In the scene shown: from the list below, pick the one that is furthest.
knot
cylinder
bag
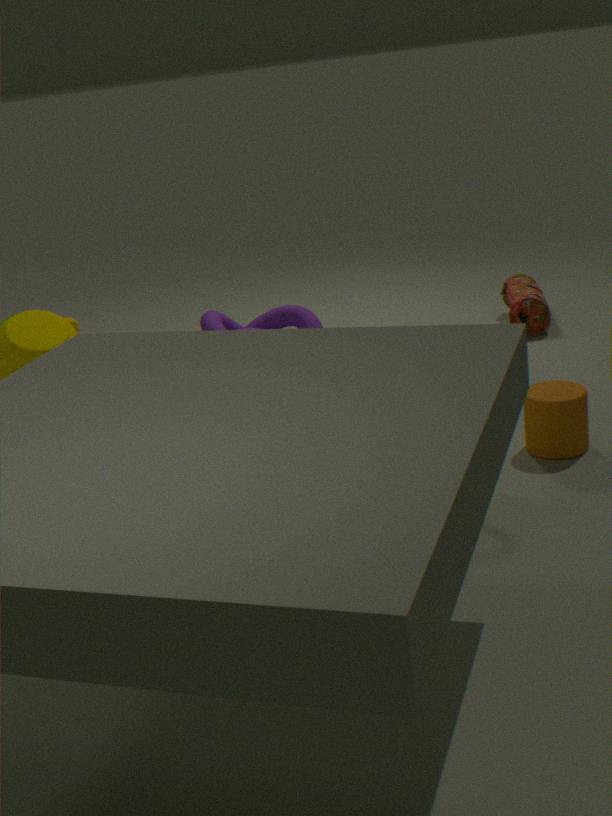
bag
